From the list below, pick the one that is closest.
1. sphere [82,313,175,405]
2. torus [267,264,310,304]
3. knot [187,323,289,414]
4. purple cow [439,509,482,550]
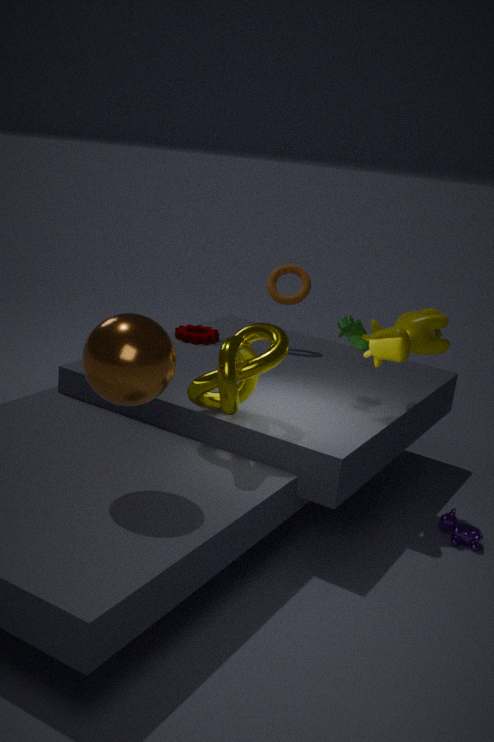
sphere [82,313,175,405]
